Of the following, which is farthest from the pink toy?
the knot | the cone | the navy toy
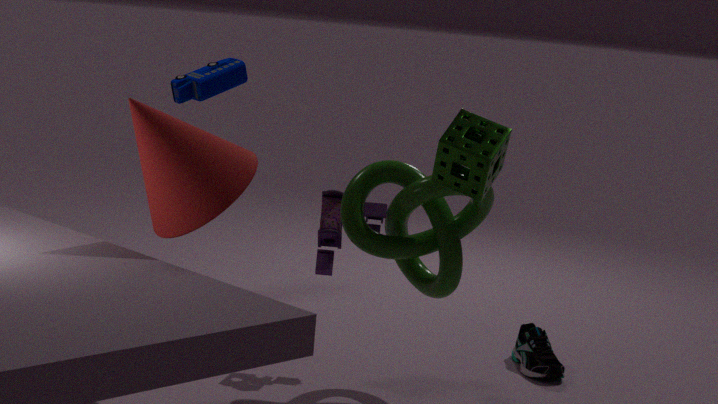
the navy toy
